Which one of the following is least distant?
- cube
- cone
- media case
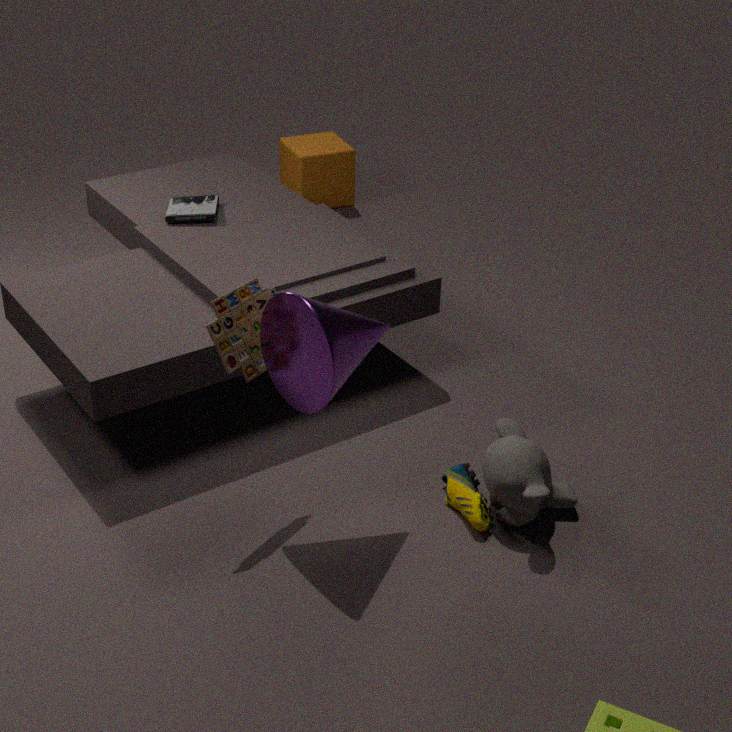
cone
